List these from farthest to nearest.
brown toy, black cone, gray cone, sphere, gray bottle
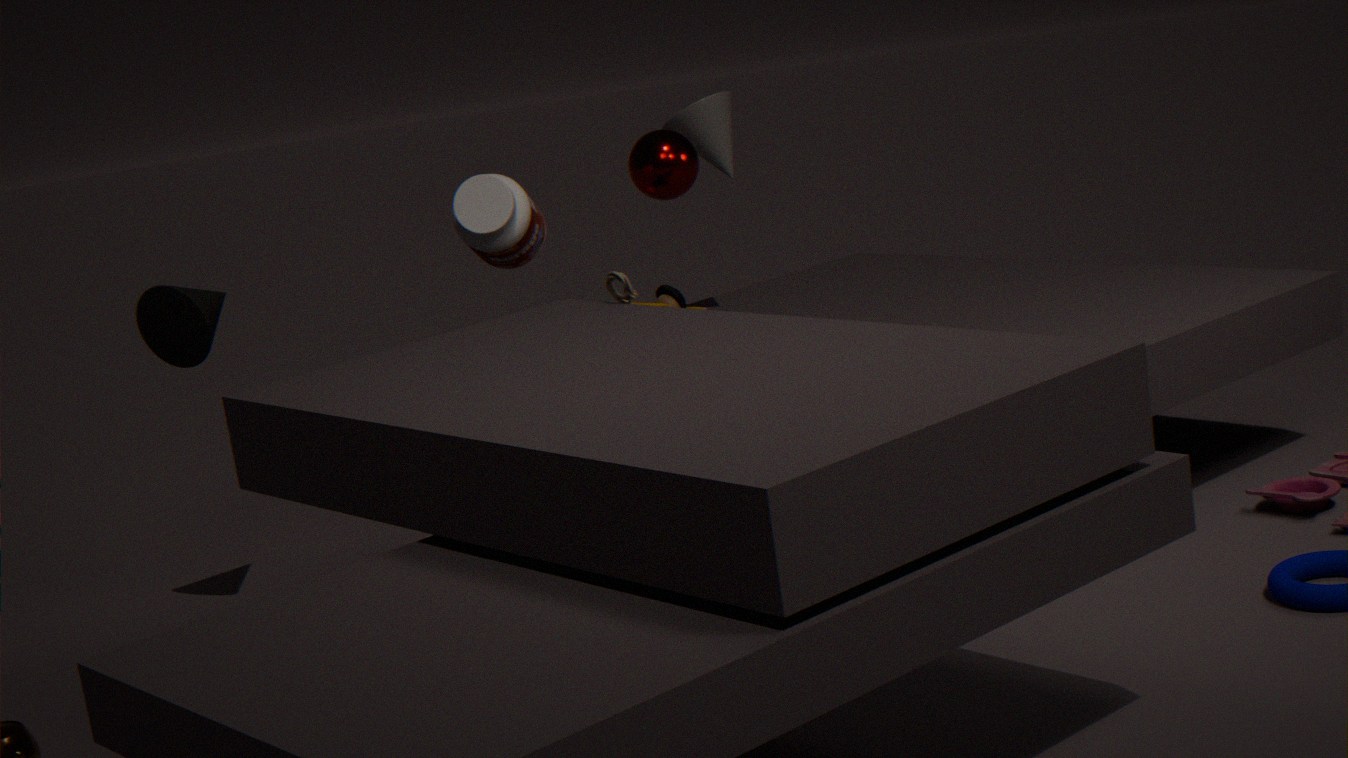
gray cone < sphere < black cone < gray bottle < brown toy
